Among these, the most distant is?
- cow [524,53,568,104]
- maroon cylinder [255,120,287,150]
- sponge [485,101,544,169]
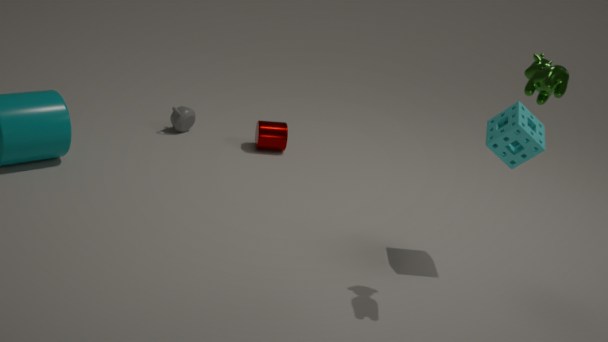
maroon cylinder [255,120,287,150]
